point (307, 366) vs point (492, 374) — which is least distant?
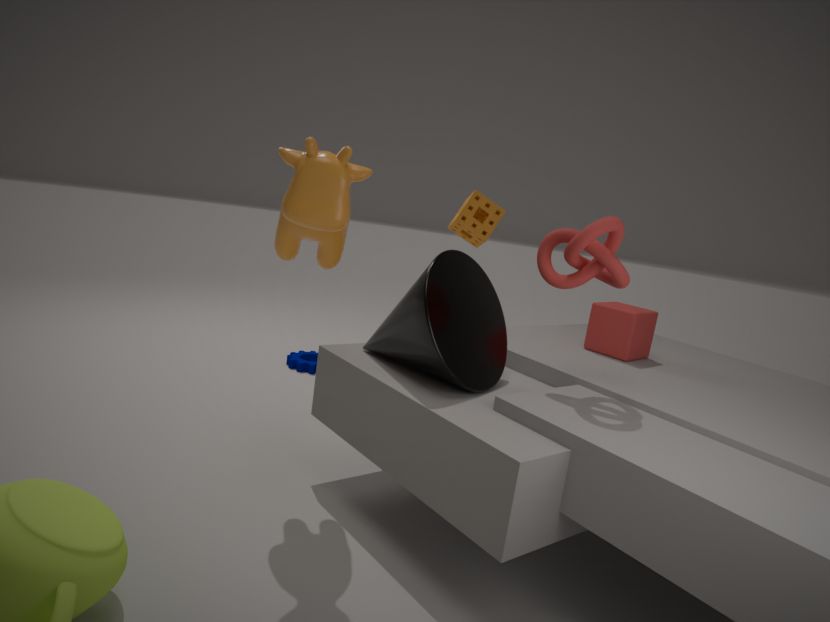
point (492, 374)
